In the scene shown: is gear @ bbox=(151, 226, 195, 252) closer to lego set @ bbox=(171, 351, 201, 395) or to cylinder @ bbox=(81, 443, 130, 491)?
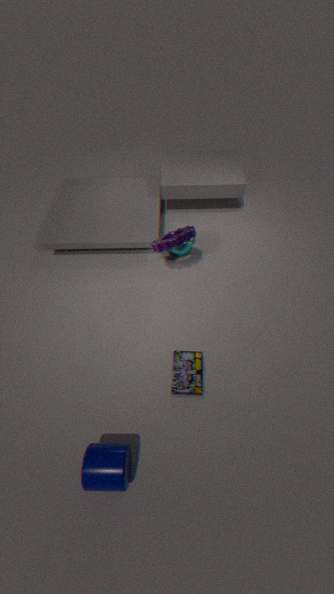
lego set @ bbox=(171, 351, 201, 395)
